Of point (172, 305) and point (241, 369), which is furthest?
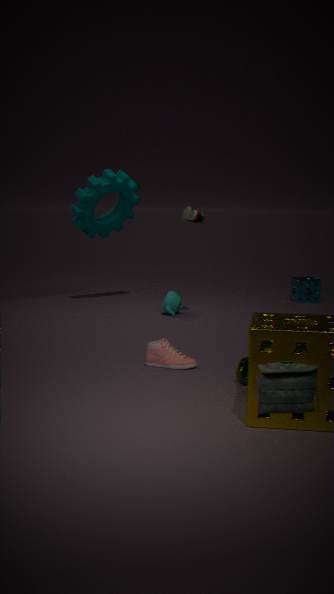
point (172, 305)
